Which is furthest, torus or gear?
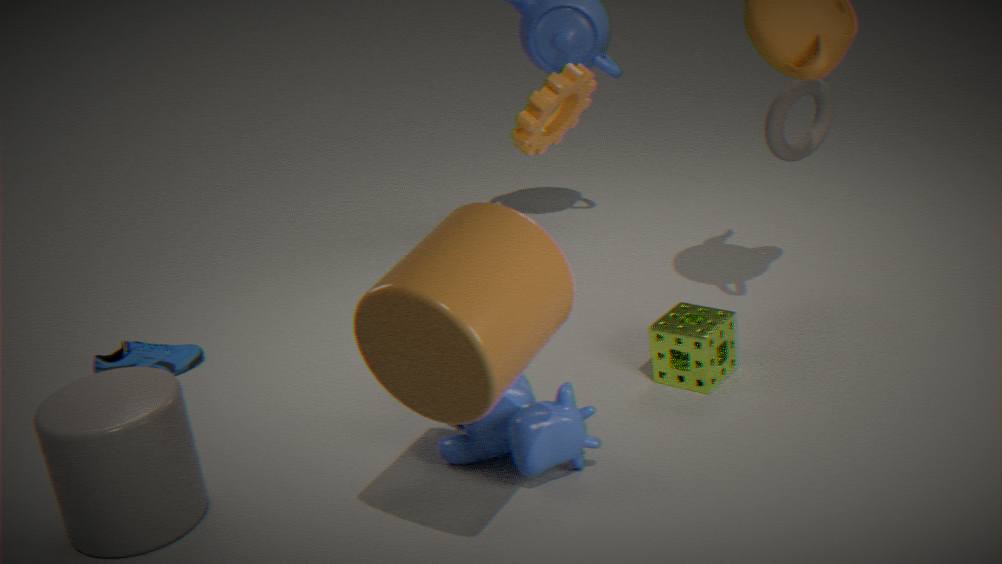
torus
